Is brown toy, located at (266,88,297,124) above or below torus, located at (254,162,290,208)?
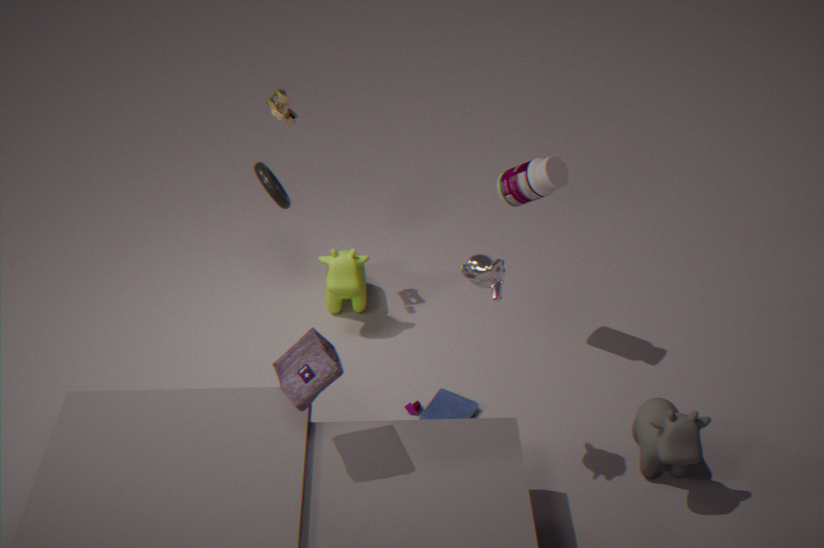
above
